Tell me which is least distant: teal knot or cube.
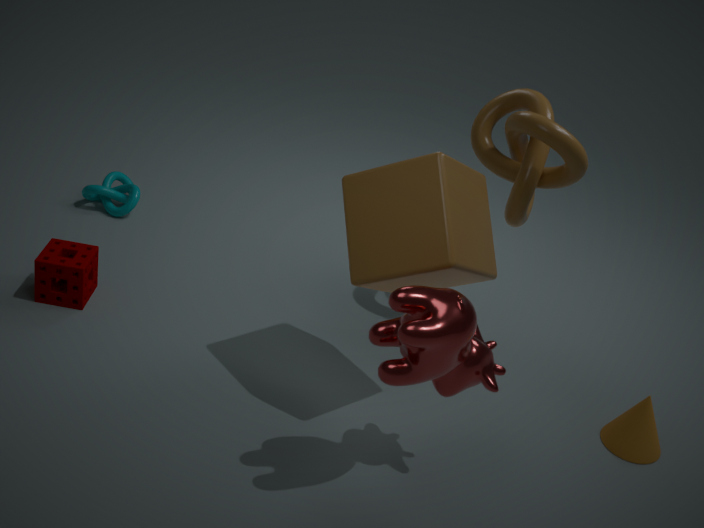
cube
